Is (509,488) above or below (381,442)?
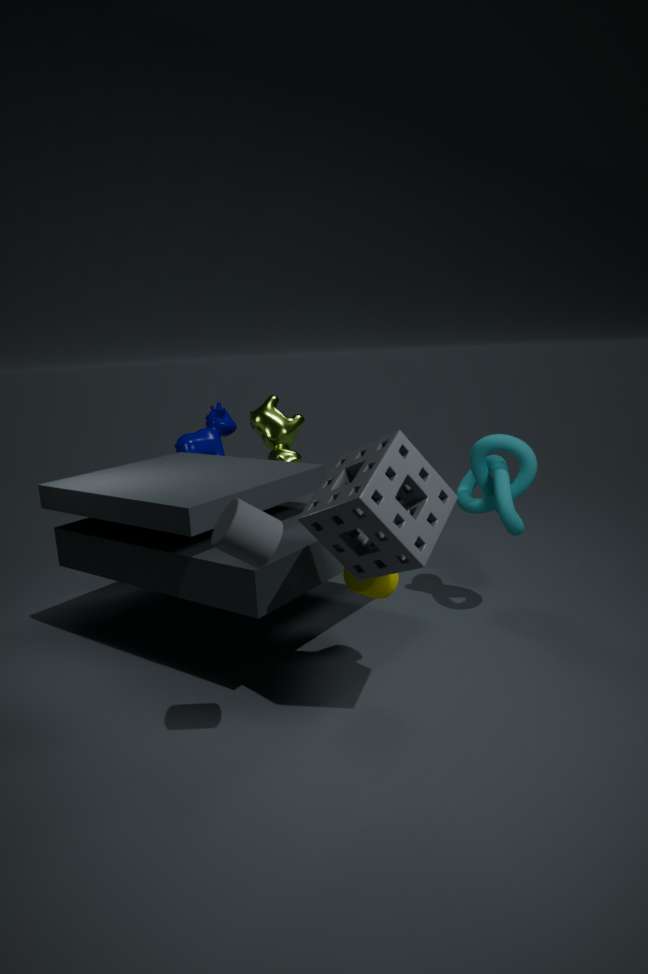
below
